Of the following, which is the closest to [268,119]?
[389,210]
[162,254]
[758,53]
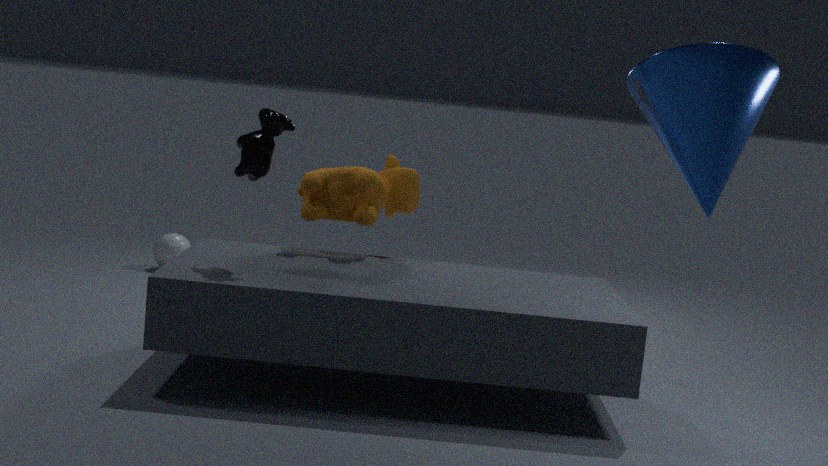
[389,210]
